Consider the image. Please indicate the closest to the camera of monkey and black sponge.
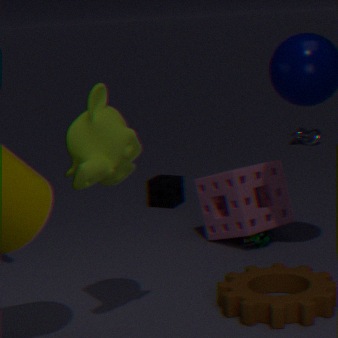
monkey
